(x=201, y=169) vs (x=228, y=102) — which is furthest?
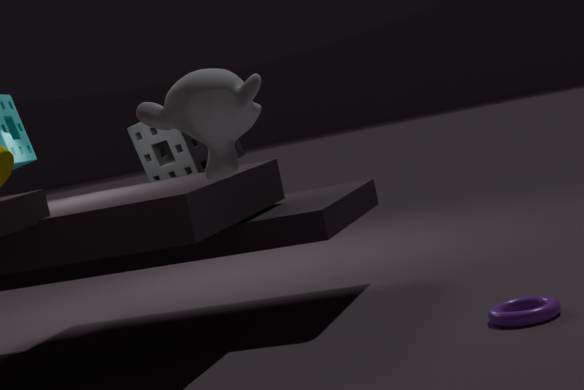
(x=201, y=169)
